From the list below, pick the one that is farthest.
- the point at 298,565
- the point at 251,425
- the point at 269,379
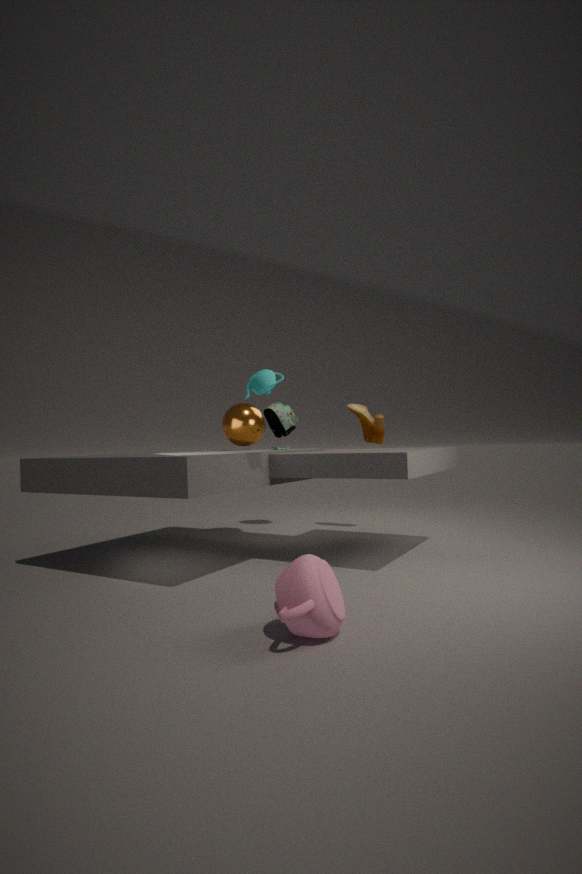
the point at 251,425
